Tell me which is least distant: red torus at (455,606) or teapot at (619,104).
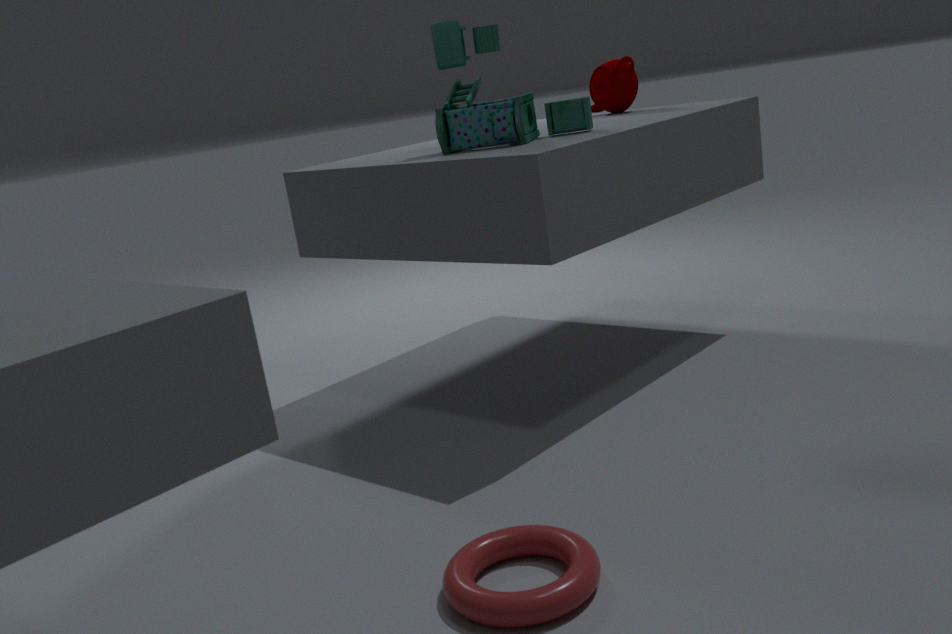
red torus at (455,606)
